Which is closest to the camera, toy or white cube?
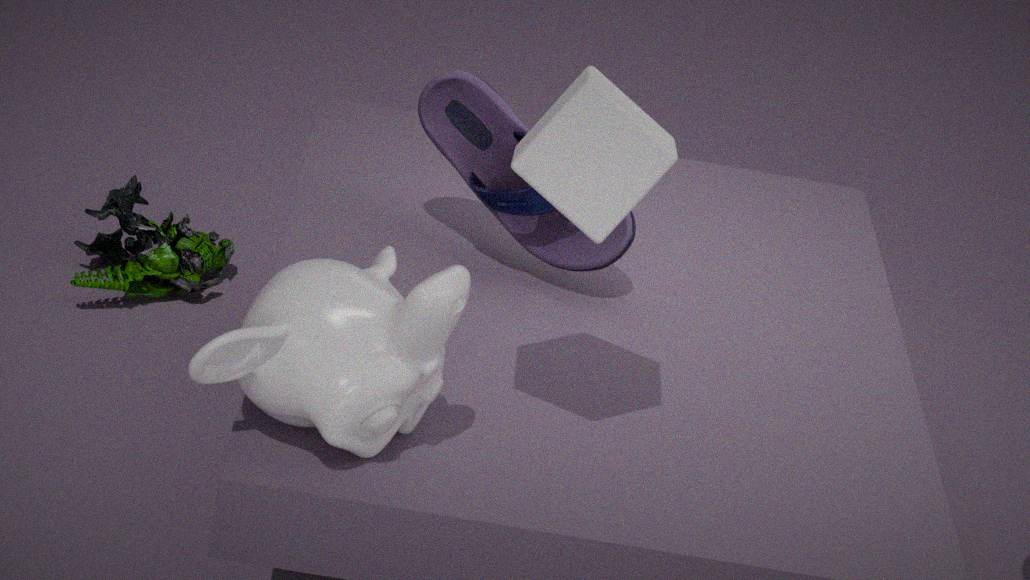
white cube
